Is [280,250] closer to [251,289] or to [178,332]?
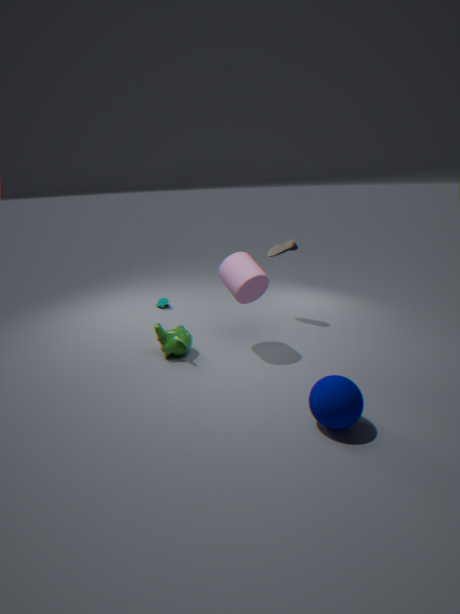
[251,289]
